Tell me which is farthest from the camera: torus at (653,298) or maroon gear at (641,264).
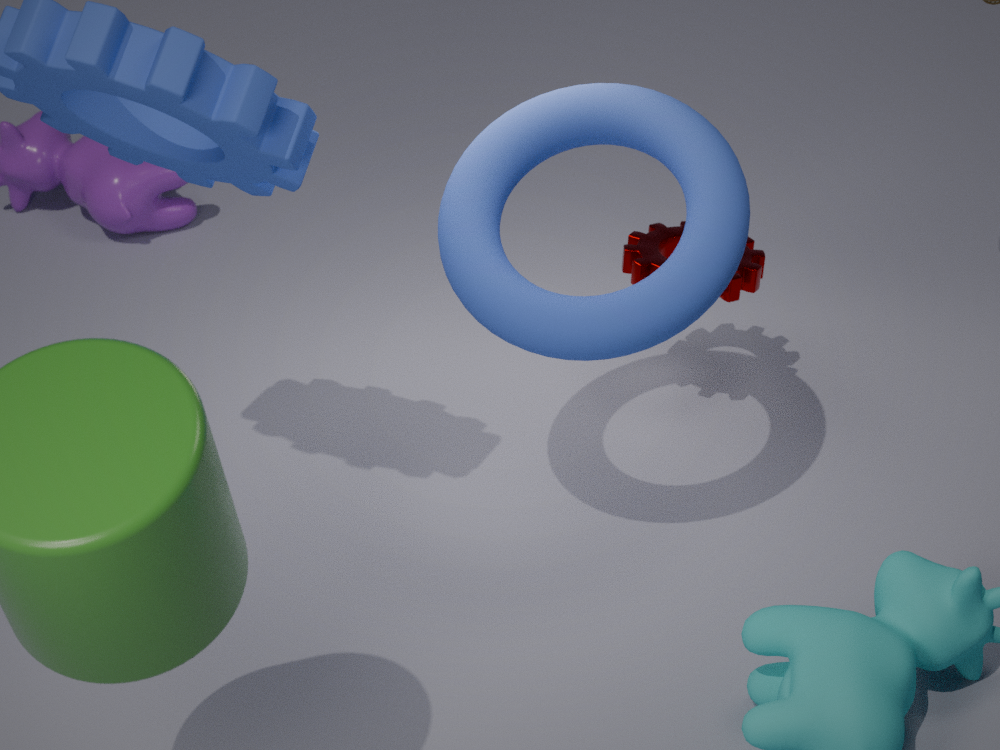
maroon gear at (641,264)
